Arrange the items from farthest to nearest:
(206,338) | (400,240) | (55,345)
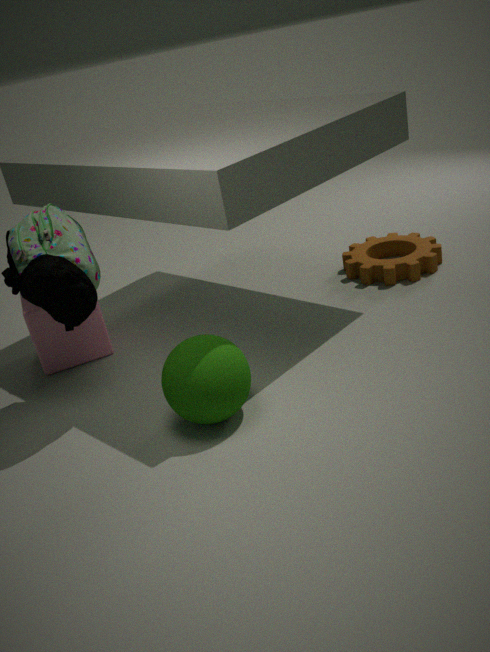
1. (400,240)
2. (55,345)
3. (206,338)
